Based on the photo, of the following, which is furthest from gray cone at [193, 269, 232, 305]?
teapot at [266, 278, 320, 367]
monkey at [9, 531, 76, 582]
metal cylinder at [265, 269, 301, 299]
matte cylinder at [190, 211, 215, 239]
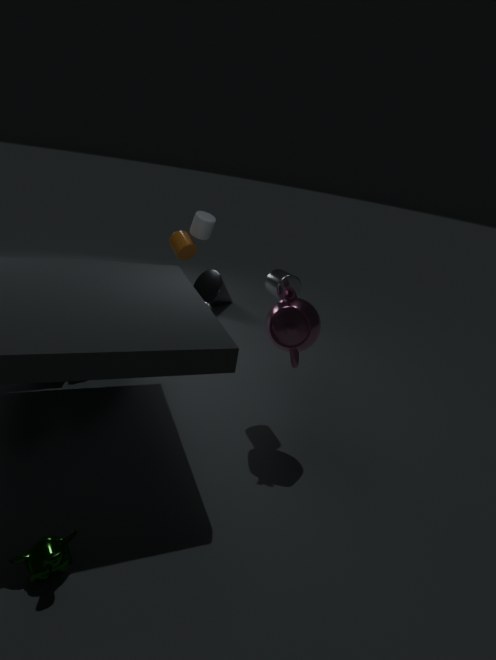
monkey at [9, 531, 76, 582]
